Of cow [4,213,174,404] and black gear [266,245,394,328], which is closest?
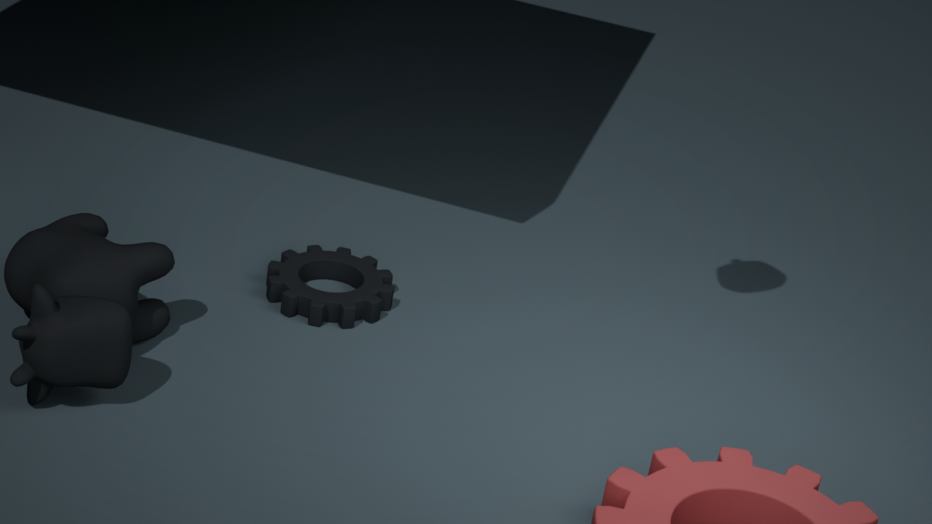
cow [4,213,174,404]
